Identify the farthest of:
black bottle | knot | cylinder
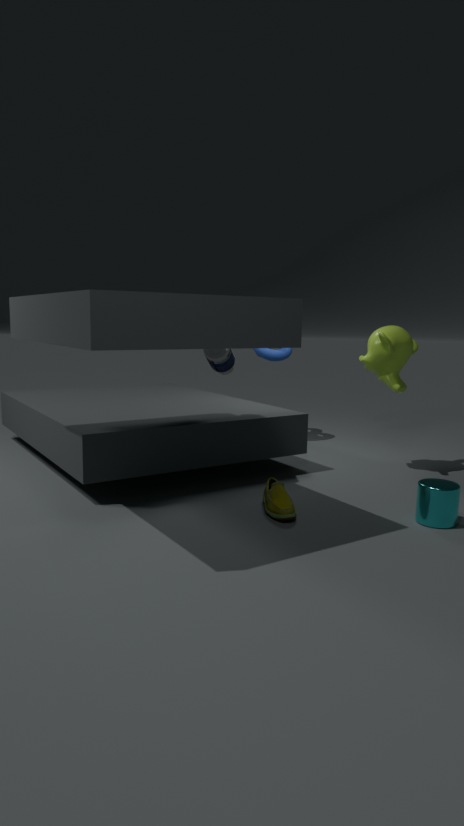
knot
